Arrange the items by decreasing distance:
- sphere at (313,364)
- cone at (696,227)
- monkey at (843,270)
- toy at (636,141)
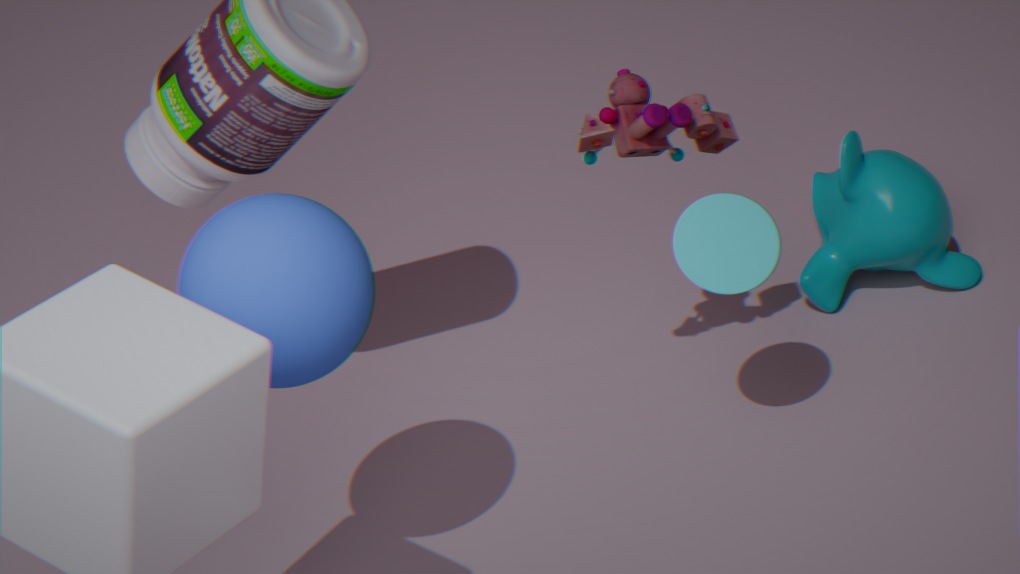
monkey at (843,270) → cone at (696,227) → toy at (636,141) → sphere at (313,364)
